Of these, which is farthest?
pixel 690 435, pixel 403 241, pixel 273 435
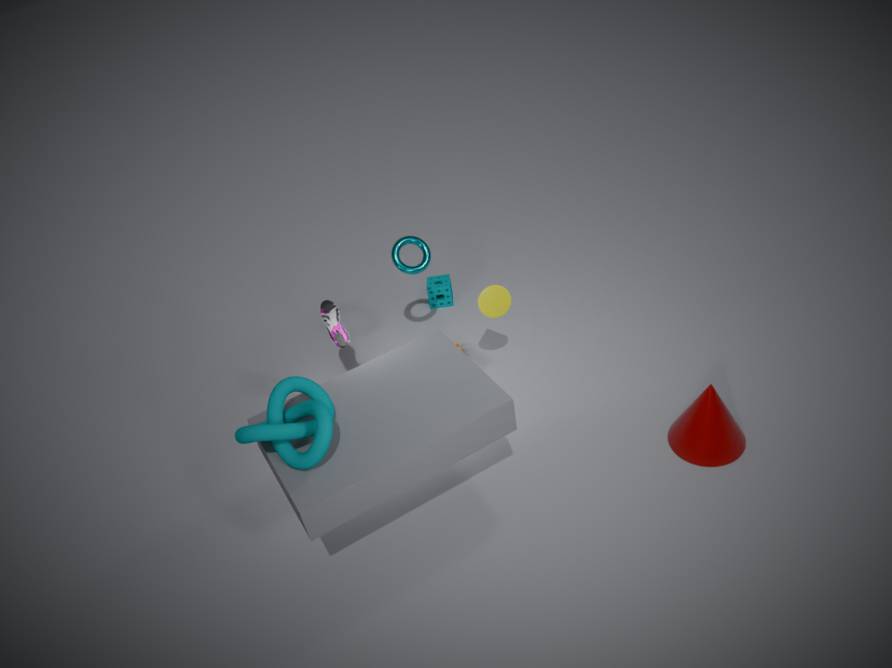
pixel 403 241
